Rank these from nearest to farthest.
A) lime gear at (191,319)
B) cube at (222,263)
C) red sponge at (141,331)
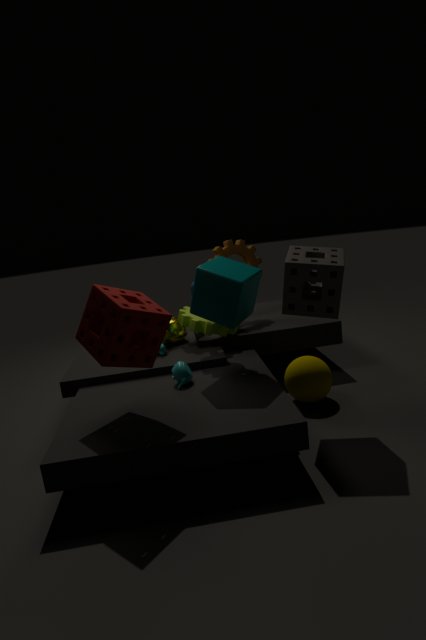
1. red sponge at (141,331)
2. cube at (222,263)
3. lime gear at (191,319)
